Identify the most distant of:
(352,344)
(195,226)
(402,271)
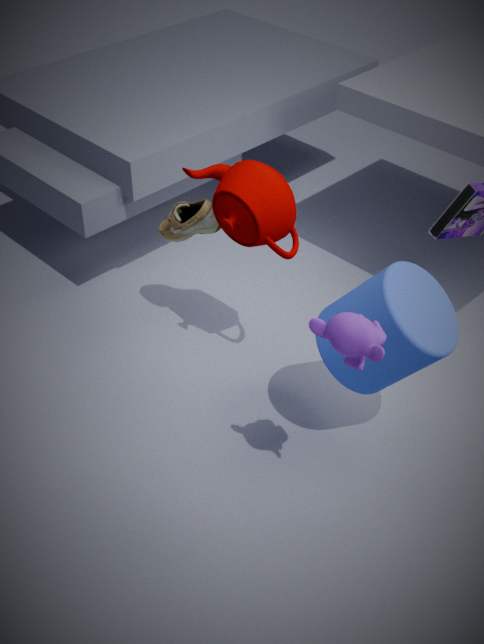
(195,226)
